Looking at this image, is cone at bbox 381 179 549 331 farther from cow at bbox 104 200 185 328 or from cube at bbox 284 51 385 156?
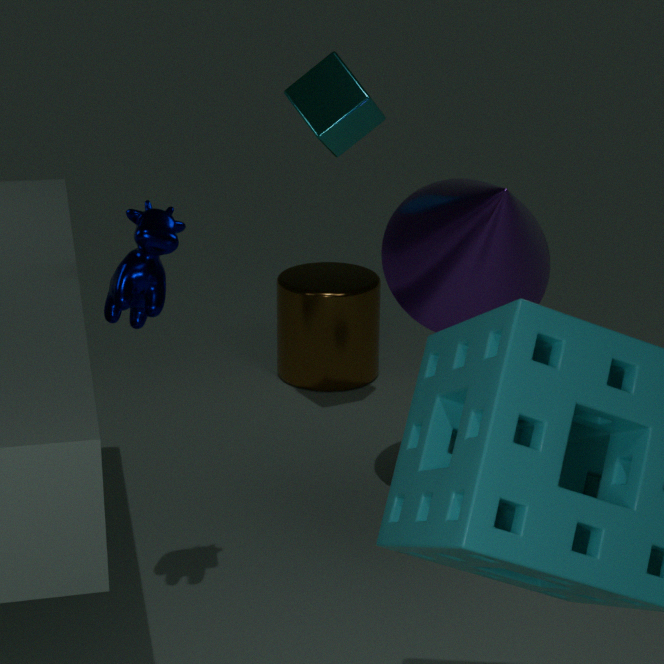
cow at bbox 104 200 185 328
